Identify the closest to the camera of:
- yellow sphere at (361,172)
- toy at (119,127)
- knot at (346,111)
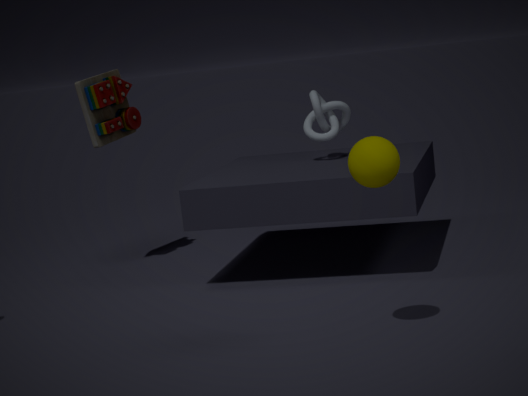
yellow sphere at (361,172)
